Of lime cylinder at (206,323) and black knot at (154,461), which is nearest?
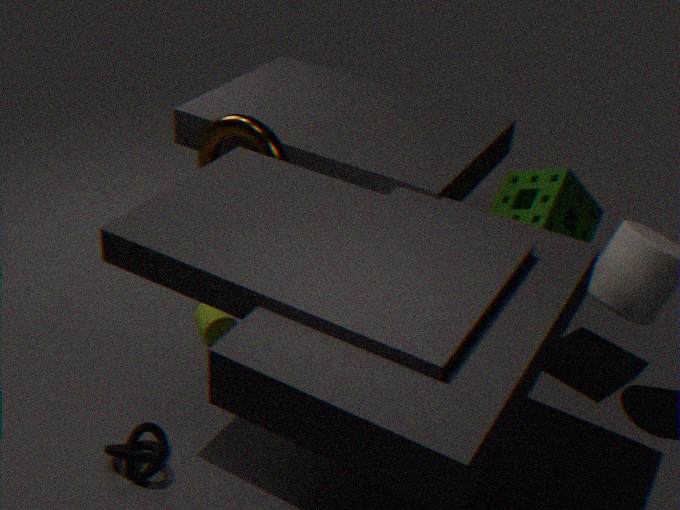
black knot at (154,461)
